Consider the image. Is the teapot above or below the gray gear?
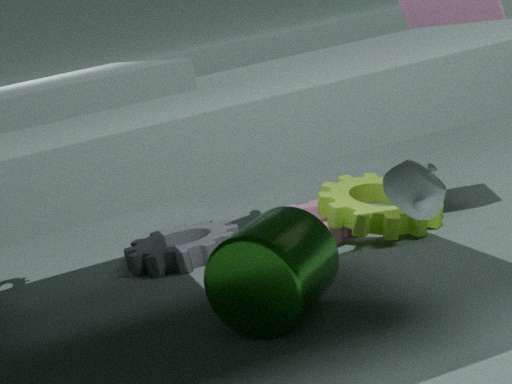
above
